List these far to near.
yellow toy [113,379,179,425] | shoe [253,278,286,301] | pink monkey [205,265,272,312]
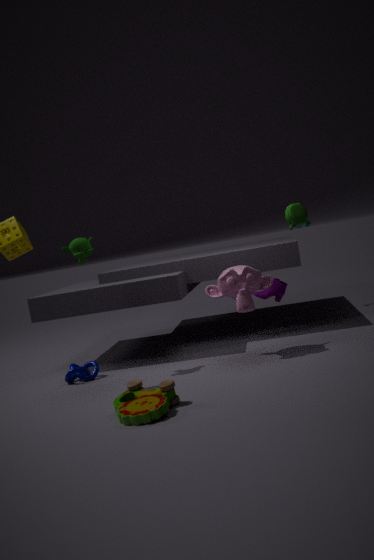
shoe [253,278,286,301] < pink monkey [205,265,272,312] < yellow toy [113,379,179,425]
